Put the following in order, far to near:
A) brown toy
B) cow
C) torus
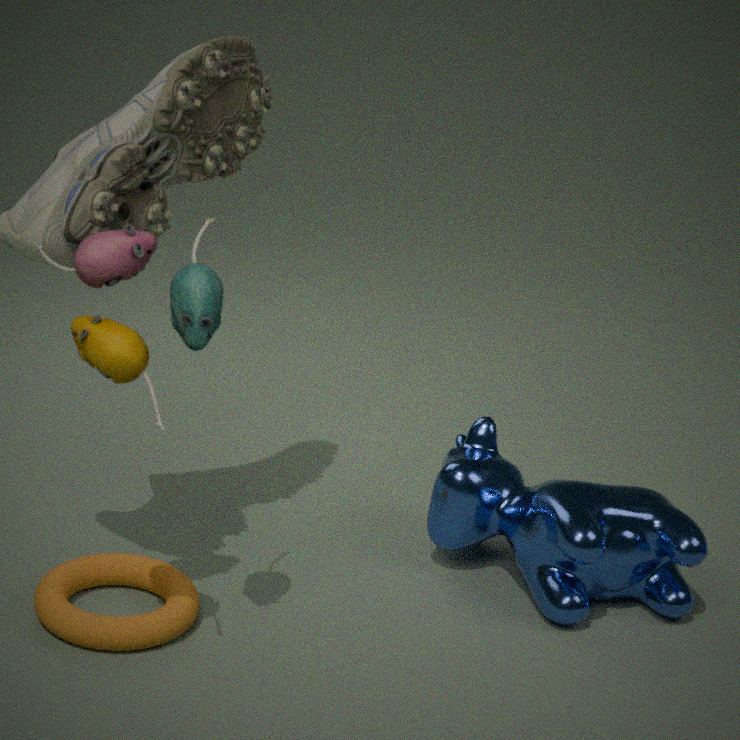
cow, torus, brown toy
